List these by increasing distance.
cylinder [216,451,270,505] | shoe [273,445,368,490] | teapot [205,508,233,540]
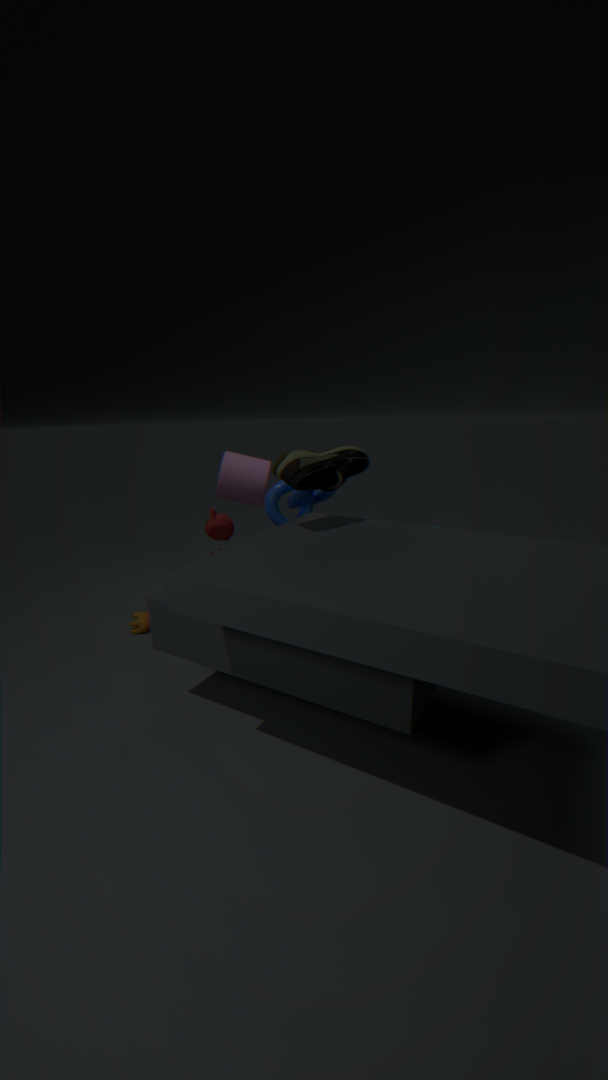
shoe [273,445,368,490] → teapot [205,508,233,540] → cylinder [216,451,270,505]
